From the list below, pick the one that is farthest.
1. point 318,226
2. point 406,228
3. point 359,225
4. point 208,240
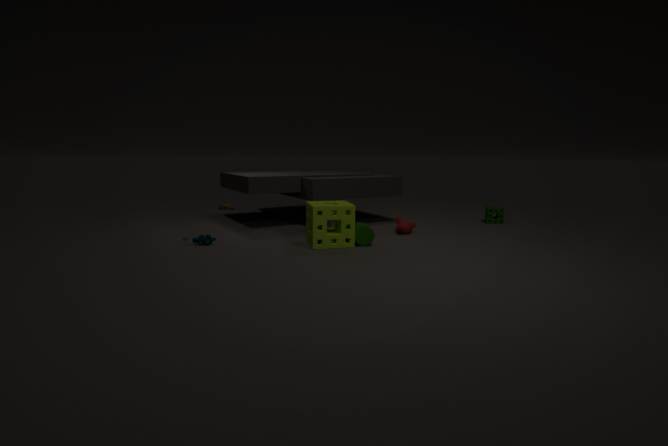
point 406,228
